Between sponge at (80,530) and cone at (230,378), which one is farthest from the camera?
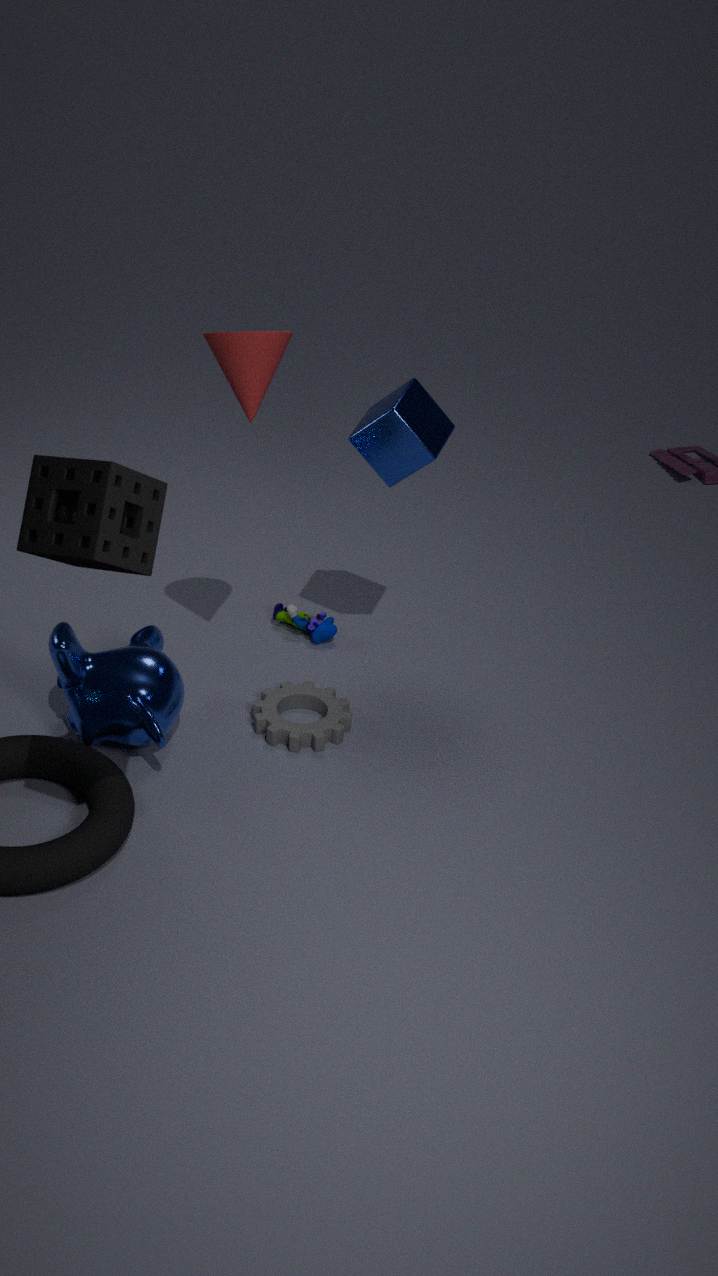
cone at (230,378)
